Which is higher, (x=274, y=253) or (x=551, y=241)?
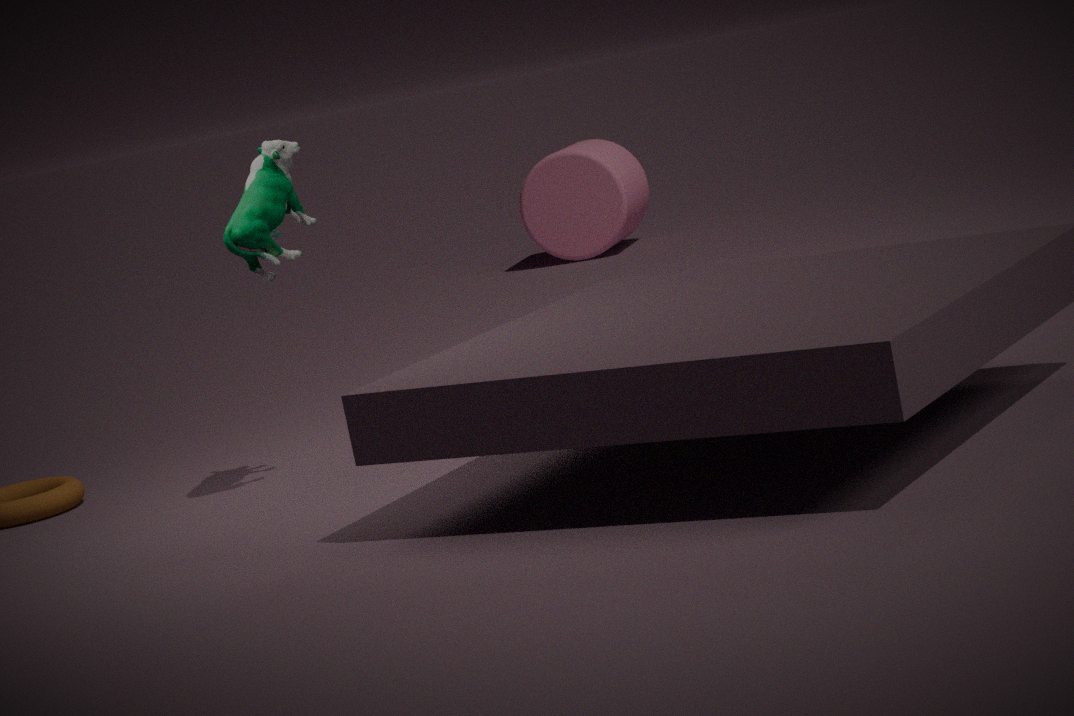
(x=274, y=253)
